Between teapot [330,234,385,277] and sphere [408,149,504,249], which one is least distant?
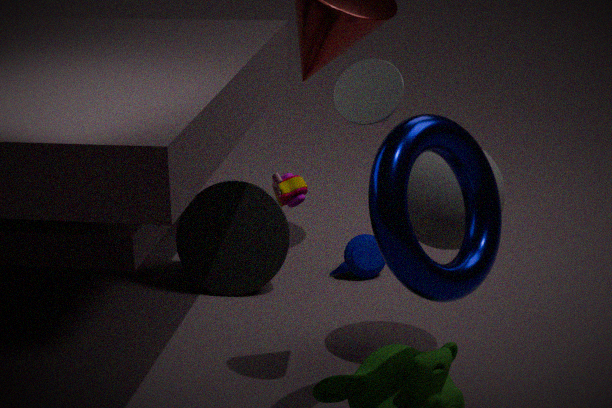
→ sphere [408,149,504,249]
